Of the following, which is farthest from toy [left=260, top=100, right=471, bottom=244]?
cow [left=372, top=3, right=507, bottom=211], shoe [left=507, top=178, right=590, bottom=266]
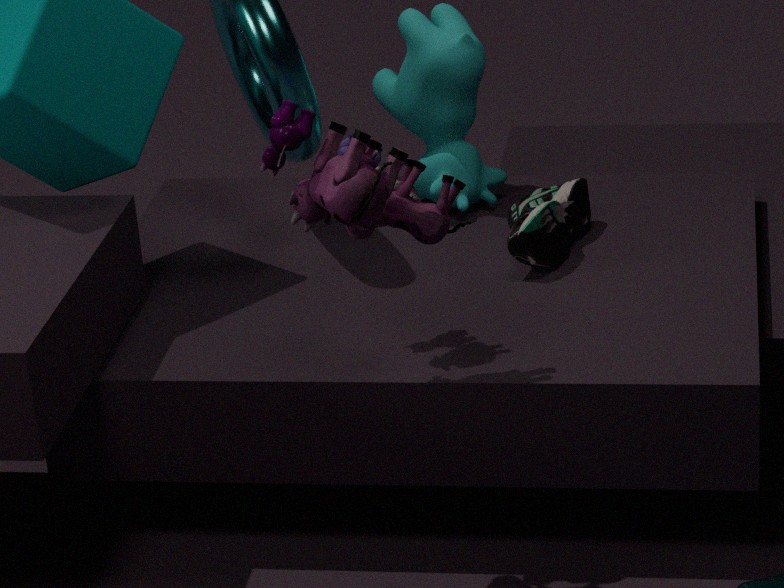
cow [left=372, top=3, right=507, bottom=211]
